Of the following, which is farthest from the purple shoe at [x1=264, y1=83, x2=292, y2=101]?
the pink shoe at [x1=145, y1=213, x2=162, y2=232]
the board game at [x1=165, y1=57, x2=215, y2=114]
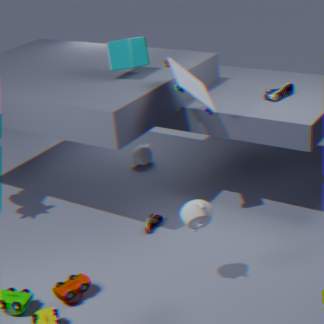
the pink shoe at [x1=145, y1=213, x2=162, y2=232]
